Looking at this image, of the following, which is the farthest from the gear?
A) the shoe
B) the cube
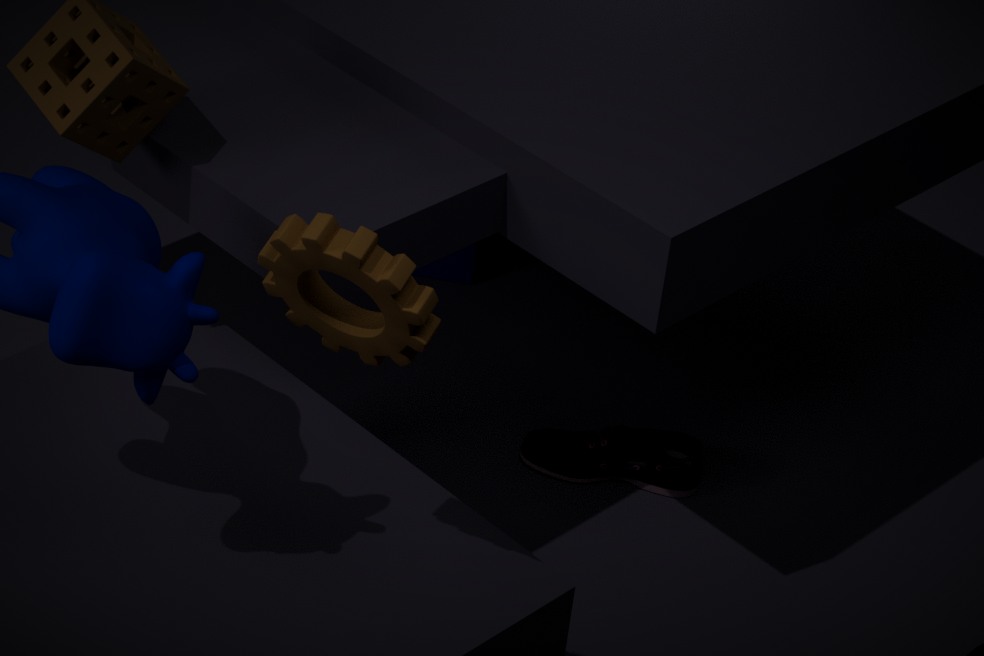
the cube
